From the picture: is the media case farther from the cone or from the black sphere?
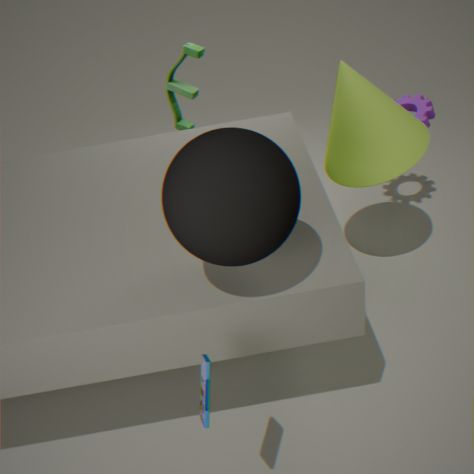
the cone
